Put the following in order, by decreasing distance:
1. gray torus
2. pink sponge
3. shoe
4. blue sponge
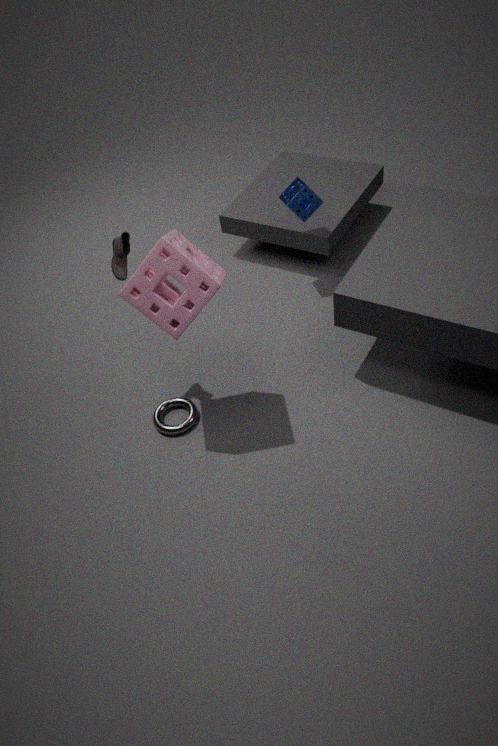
blue sponge → gray torus → shoe → pink sponge
